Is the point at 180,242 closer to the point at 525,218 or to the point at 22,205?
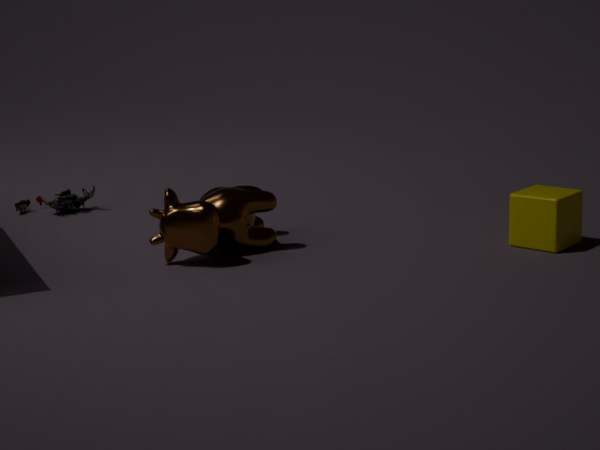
the point at 22,205
